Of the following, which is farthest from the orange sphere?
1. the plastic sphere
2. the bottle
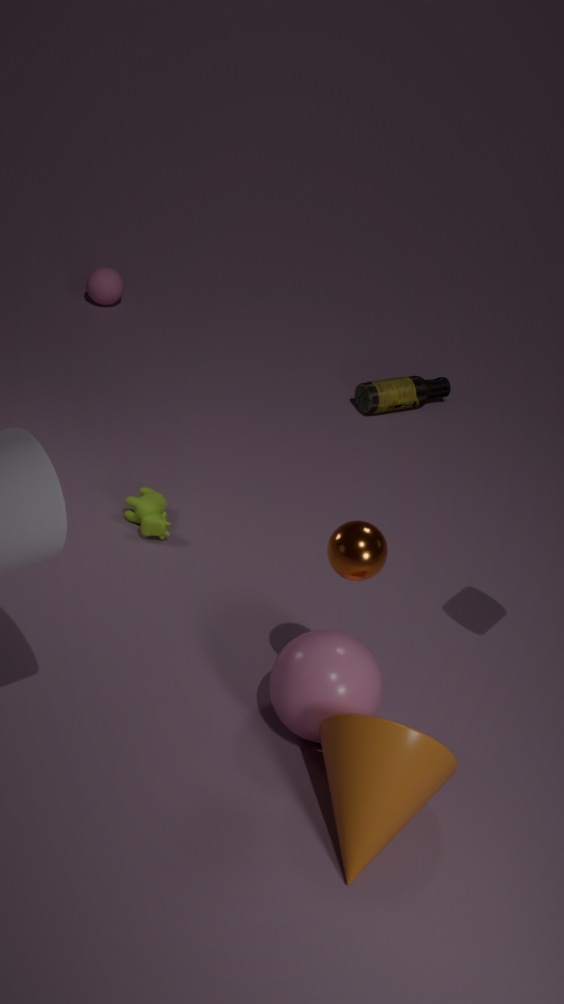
the bottle
